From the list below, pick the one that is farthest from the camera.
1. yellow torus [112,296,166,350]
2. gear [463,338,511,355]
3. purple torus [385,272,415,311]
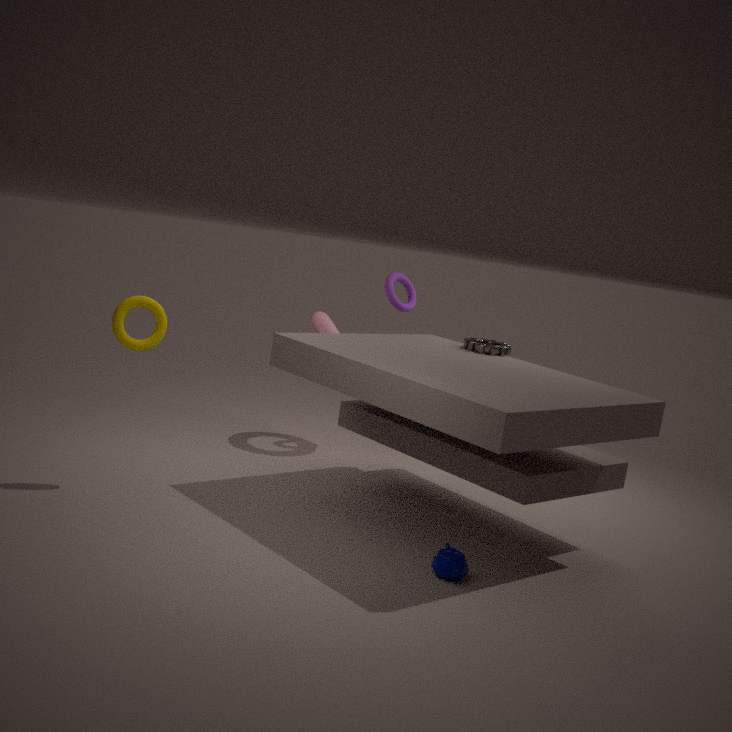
purple torus [385,272,415,311]
